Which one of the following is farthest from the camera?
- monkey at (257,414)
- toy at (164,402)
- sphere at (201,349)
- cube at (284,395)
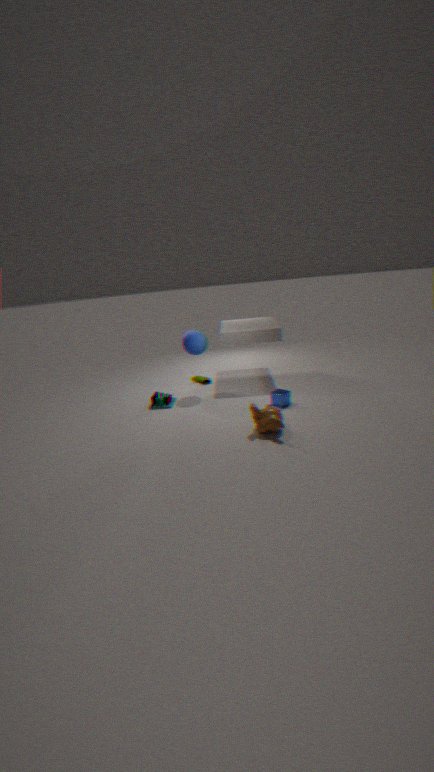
sphere at (201,349)
